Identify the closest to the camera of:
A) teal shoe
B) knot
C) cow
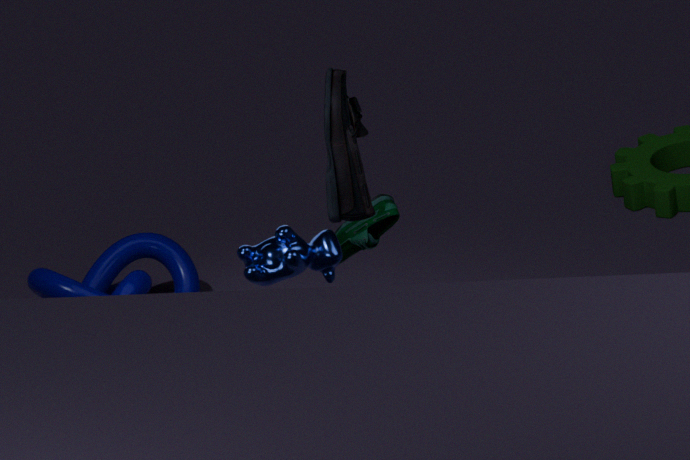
cow
